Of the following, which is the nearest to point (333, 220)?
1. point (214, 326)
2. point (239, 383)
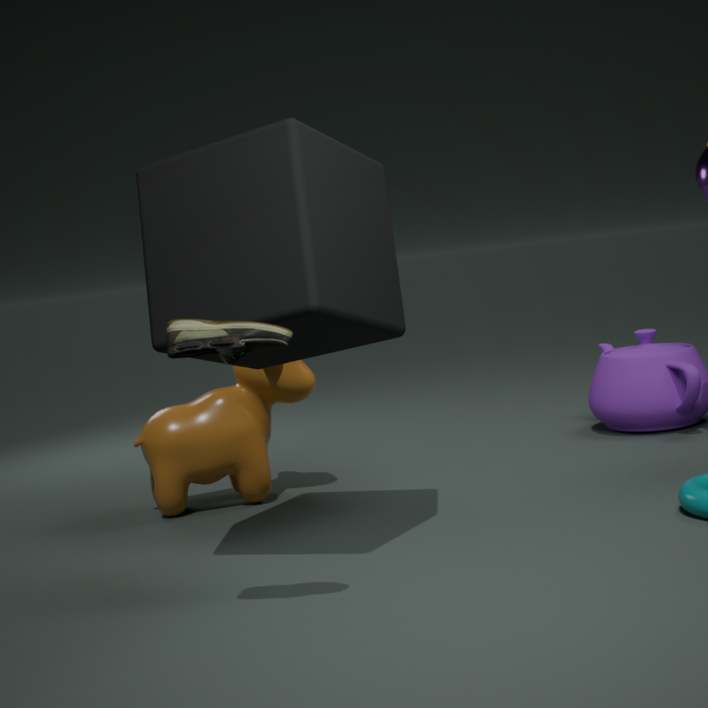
point (214, 326)
